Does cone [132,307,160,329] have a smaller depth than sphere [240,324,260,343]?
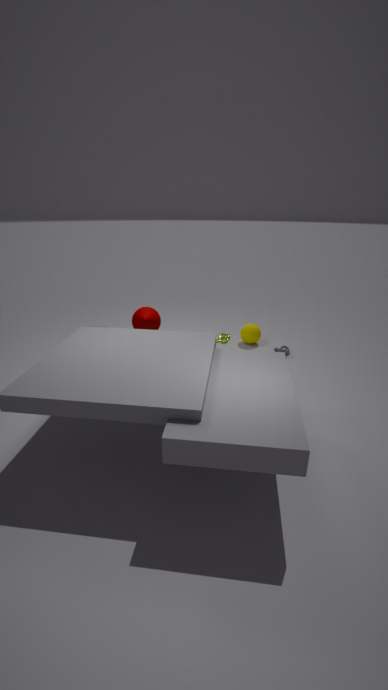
Yes
